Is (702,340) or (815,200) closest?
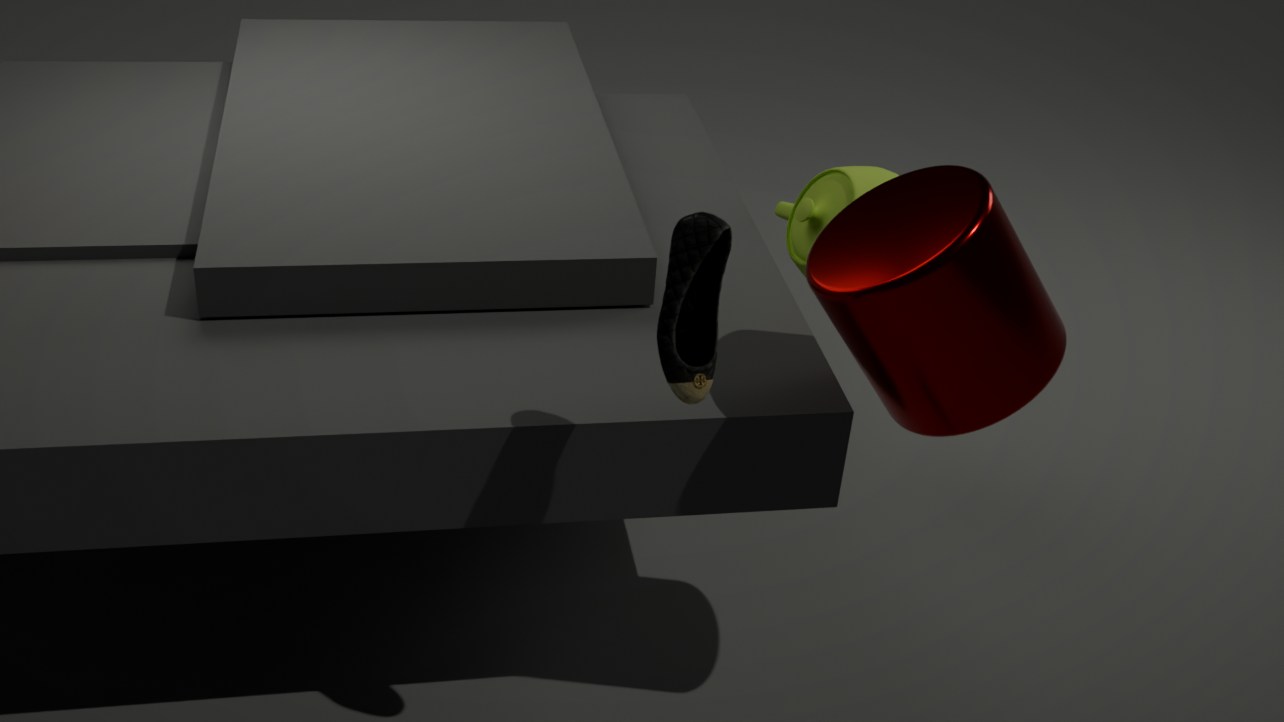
(702,340)
